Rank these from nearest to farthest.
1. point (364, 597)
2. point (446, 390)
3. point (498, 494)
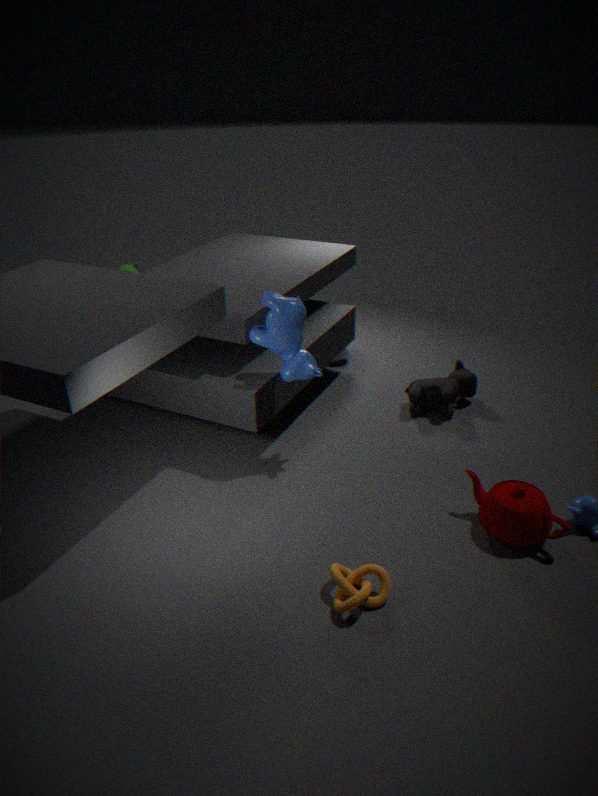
point (364, 597) < point (498, 494) < point (446, 390)
